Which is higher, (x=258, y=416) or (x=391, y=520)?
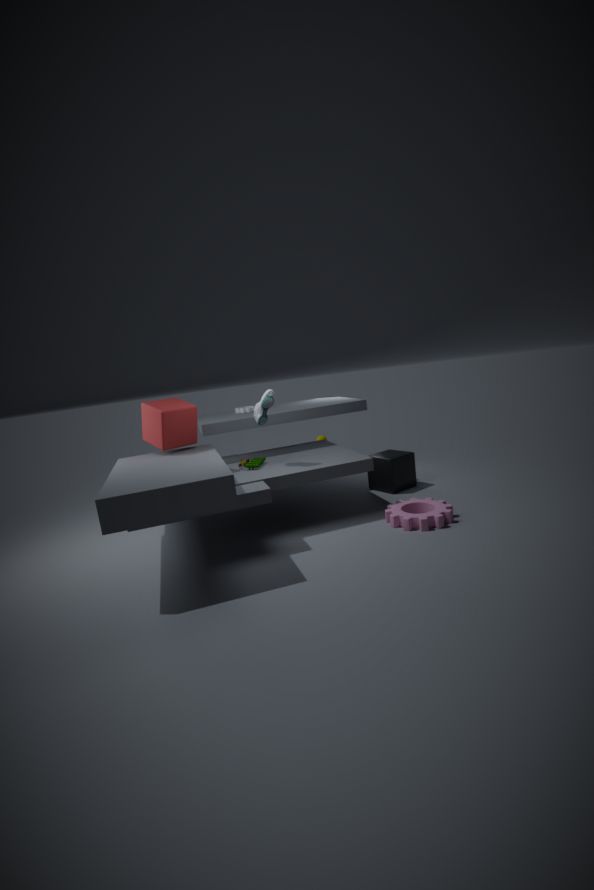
(x=258, y=416)
